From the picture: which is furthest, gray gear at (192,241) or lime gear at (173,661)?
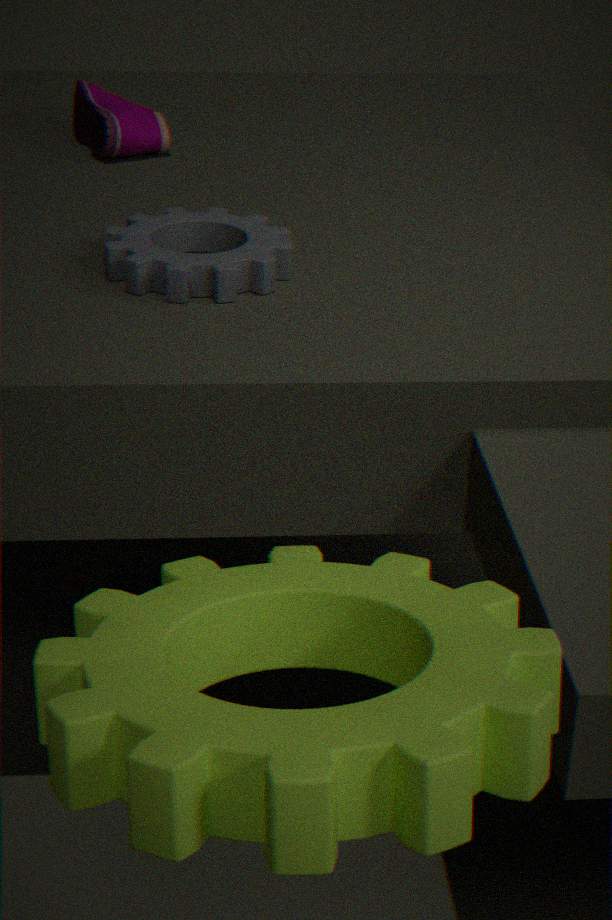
gray gear at (192,241)
